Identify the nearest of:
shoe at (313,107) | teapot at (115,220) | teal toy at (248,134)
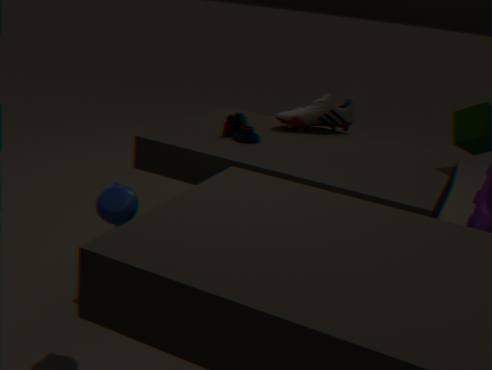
teapot at (115,220)
